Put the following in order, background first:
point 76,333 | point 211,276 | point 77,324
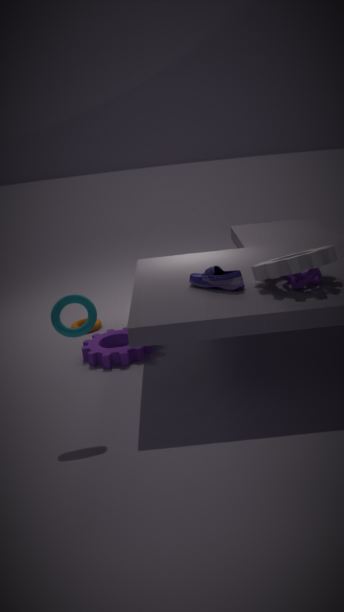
point 77,324
point 211,276
point 76,333
